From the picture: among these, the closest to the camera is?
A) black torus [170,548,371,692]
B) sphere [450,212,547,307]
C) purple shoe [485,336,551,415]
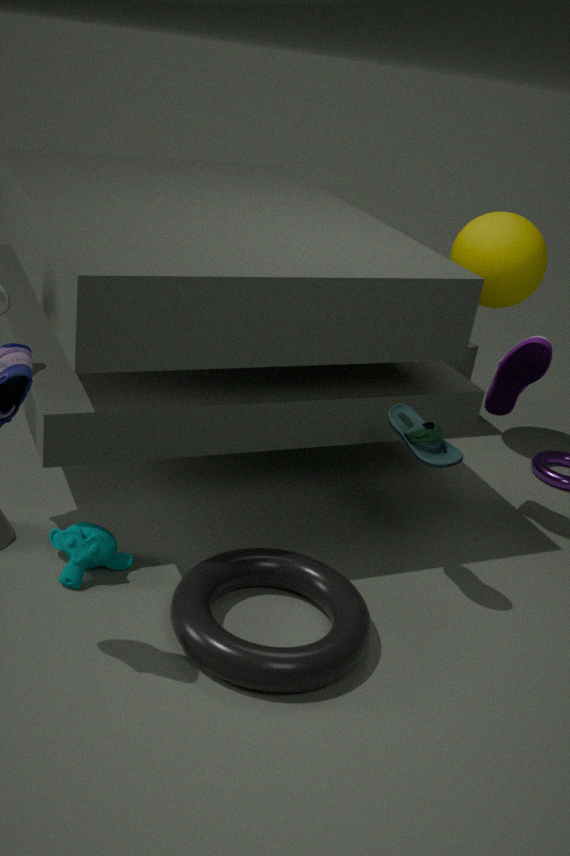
black torus [170,548,371,692]
